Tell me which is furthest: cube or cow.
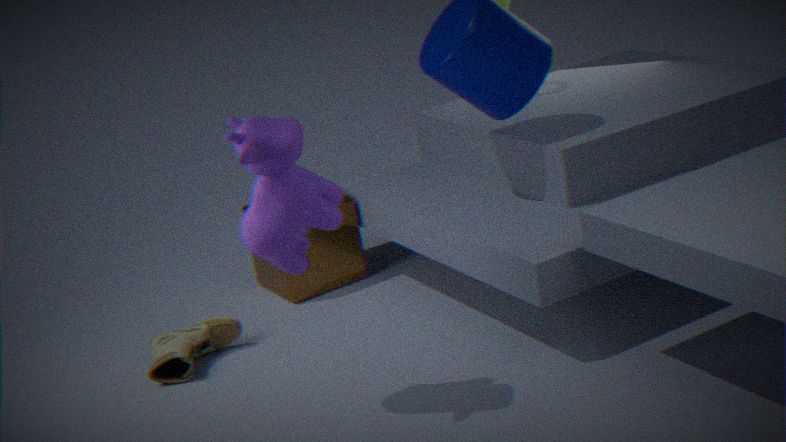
cube
